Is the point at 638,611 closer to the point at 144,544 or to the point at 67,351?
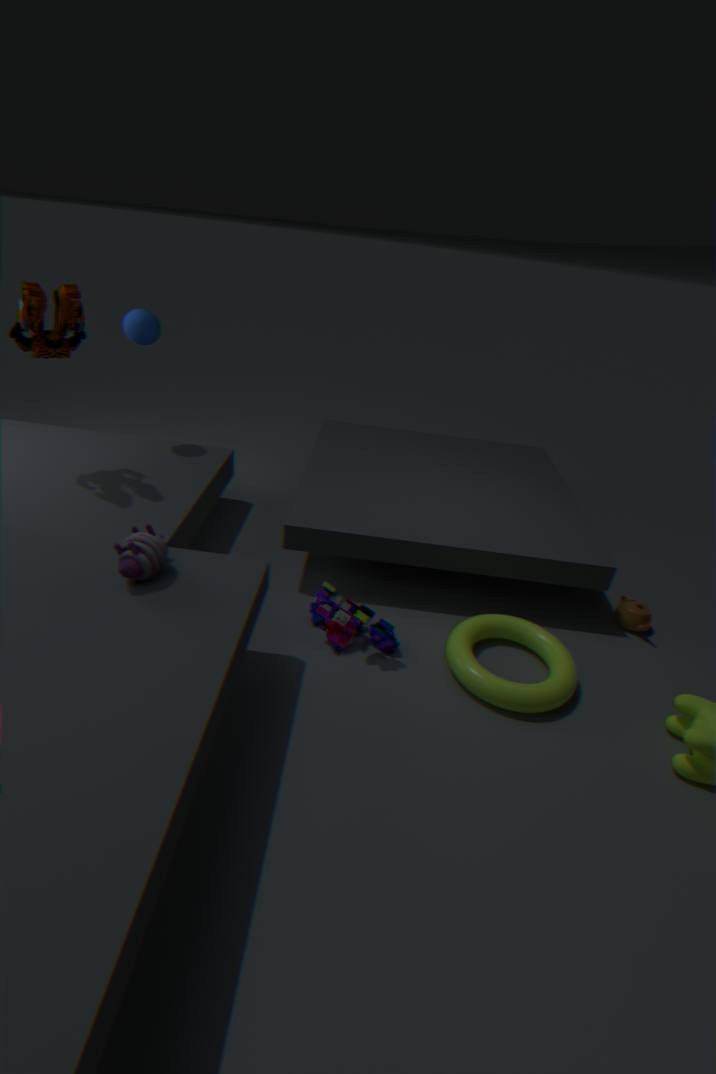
the point at 144,544
